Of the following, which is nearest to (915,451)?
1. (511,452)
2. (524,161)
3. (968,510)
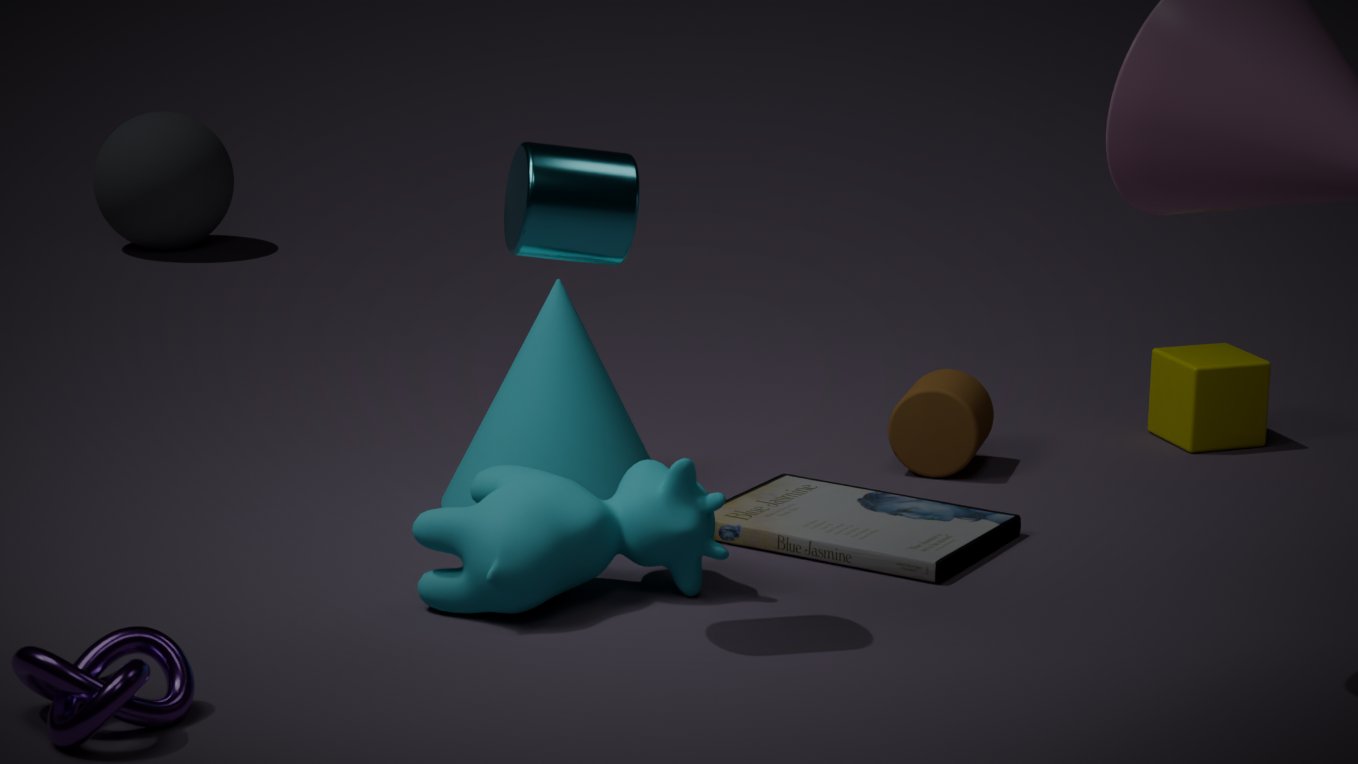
(968,510)
